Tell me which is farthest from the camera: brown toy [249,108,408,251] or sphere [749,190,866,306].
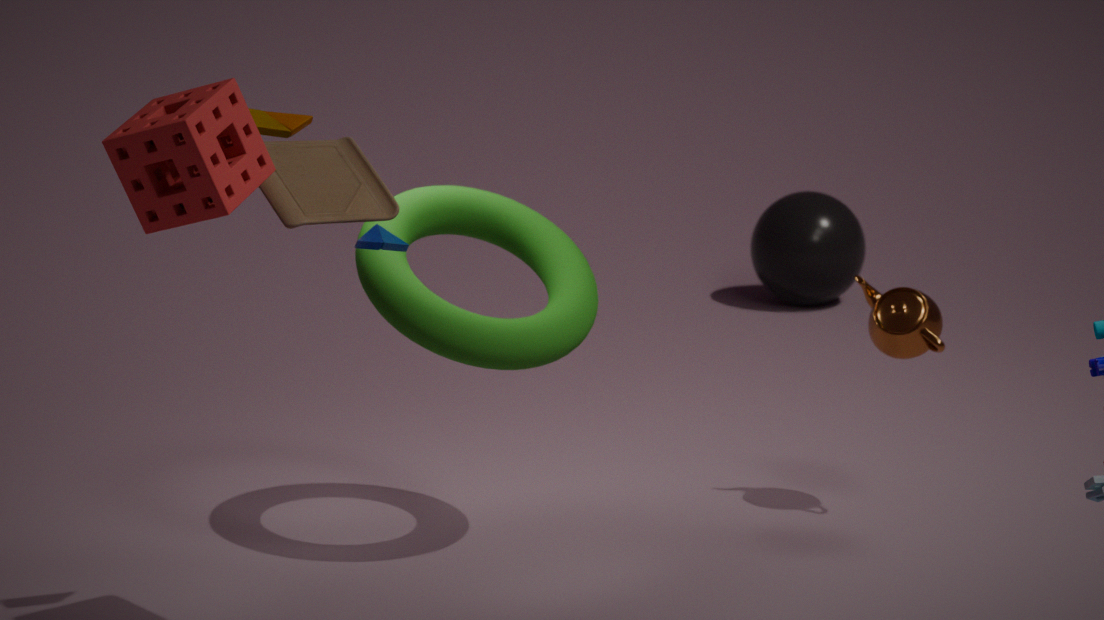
sphere [749,190,866,306]
